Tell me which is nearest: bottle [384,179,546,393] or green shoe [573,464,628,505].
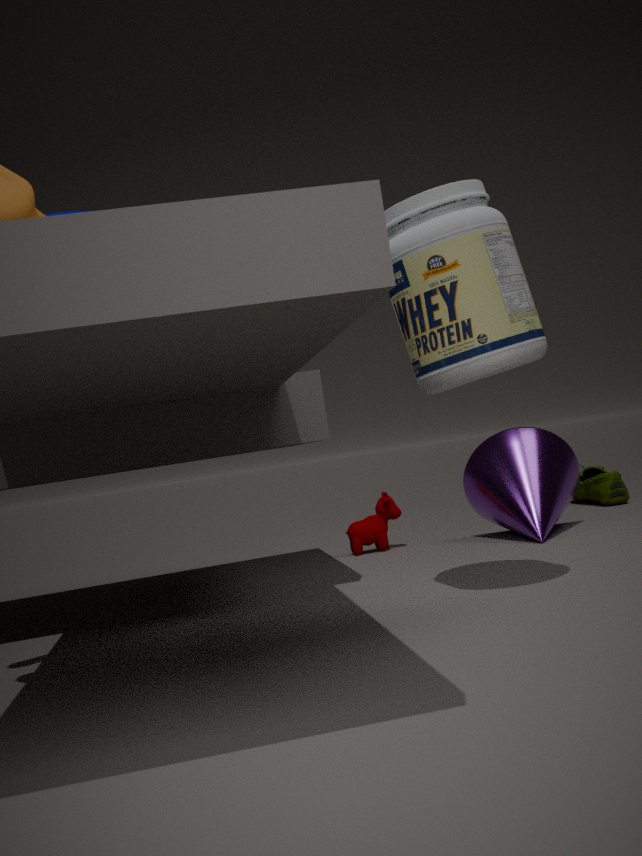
bottle [384,179,546,393]
